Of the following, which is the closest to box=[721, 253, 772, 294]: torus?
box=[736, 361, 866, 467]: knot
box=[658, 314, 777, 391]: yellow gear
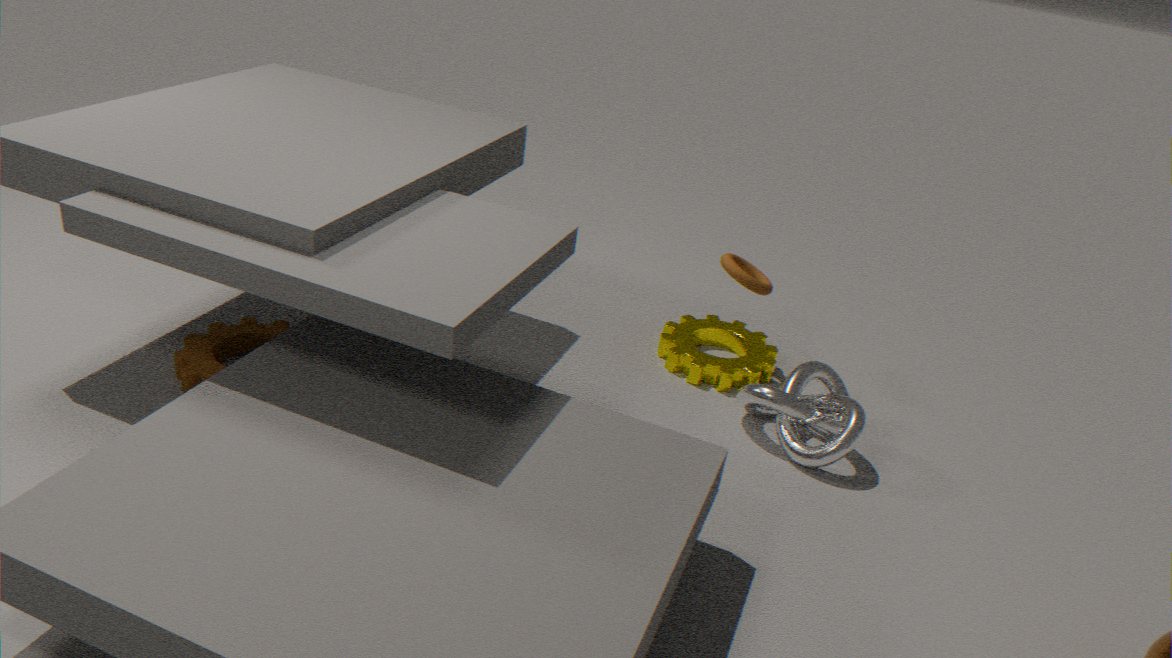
box=[658, 314, 777, 391]: yellow gear
